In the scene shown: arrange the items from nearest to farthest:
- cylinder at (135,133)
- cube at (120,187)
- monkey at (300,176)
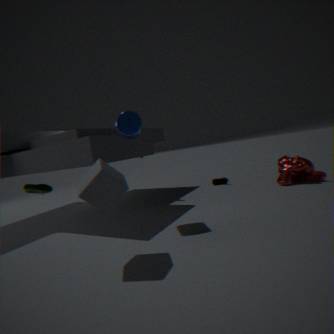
cube at (120,187) → cylinder at (135,133) → monkey at (300,176)
